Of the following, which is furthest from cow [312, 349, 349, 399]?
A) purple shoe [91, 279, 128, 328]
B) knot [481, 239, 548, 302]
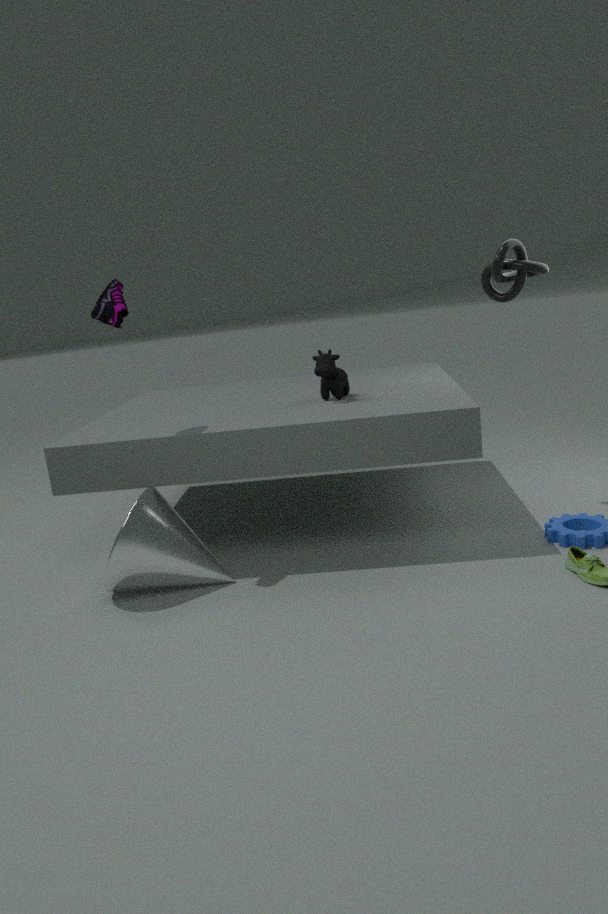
purple shoe [91, 279, 128, 328]
